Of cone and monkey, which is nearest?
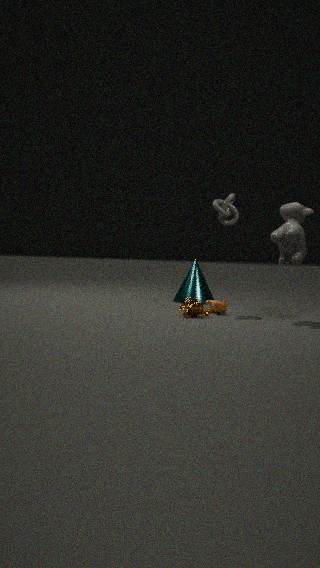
monkey
